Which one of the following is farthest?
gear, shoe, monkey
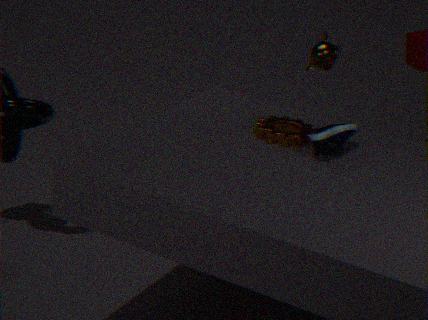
monkey
